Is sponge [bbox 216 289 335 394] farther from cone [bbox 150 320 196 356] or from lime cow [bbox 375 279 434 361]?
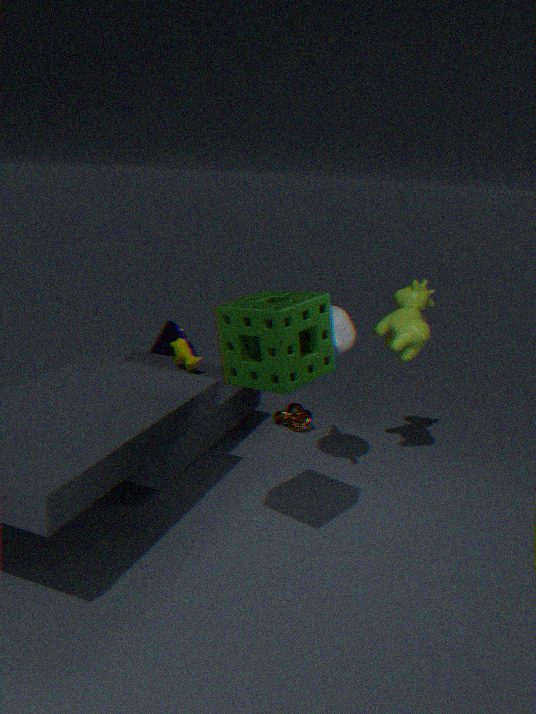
cone [bbox 150 320 196 356]
